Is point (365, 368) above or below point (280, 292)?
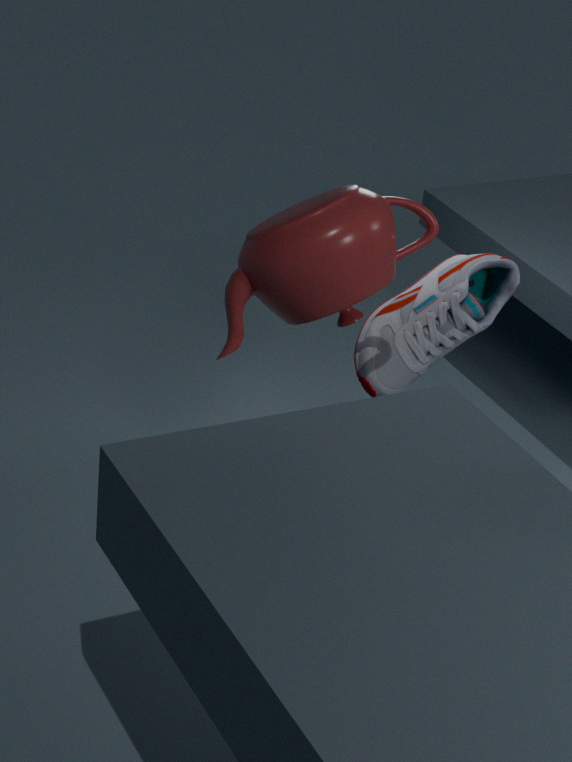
below
